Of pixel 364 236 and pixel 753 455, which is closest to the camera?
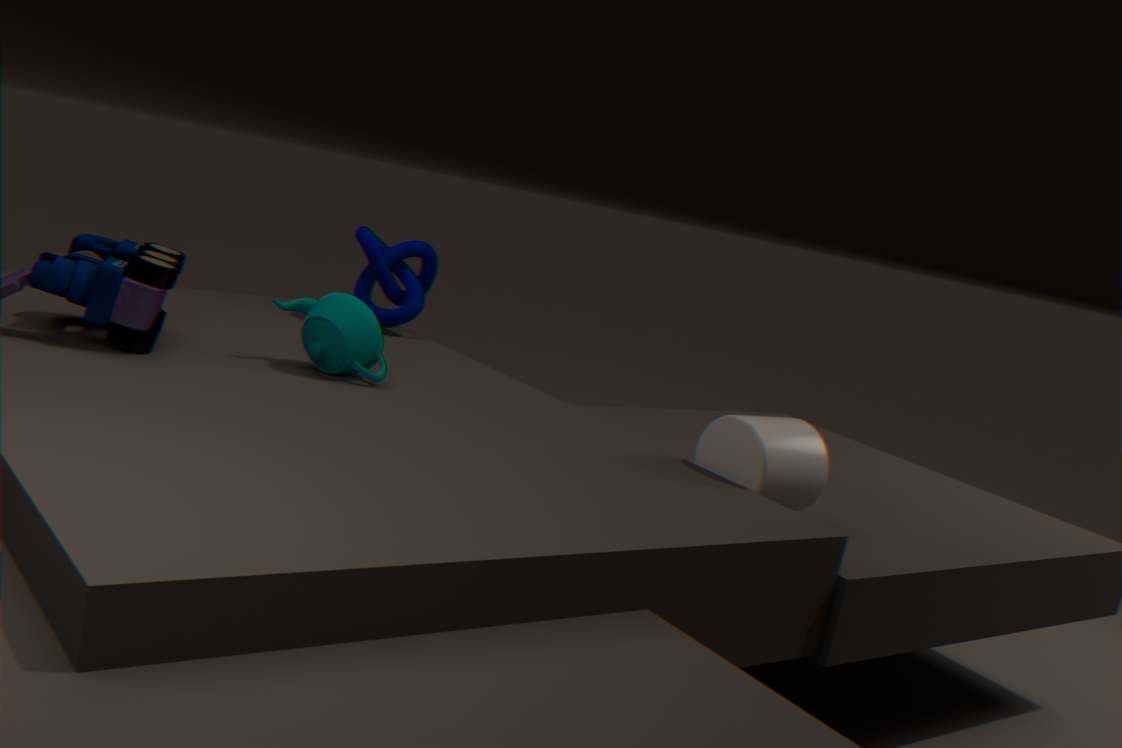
pixel 753 455
